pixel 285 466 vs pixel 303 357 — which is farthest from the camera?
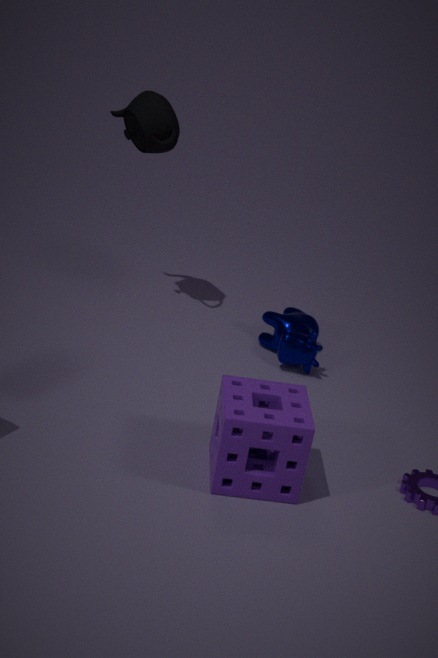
pixel 303 357
